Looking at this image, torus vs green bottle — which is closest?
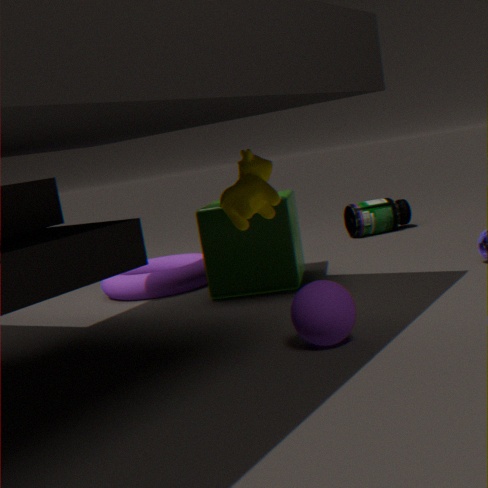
torus
